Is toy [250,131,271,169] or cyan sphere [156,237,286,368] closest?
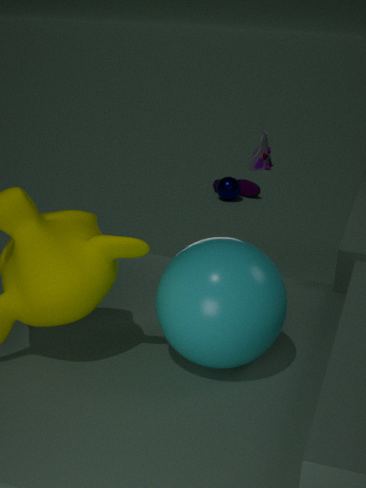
cyan sphere [156,237,286,368]
